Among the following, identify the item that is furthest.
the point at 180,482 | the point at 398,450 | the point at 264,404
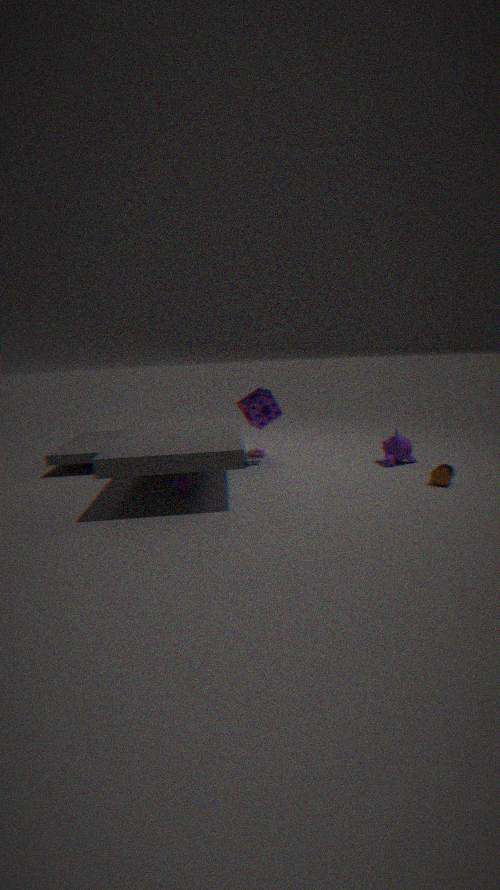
the point at 264,404
